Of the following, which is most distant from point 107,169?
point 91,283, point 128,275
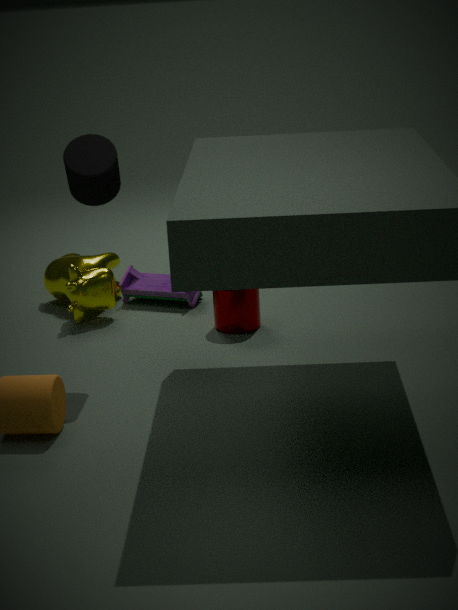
point 128,275
